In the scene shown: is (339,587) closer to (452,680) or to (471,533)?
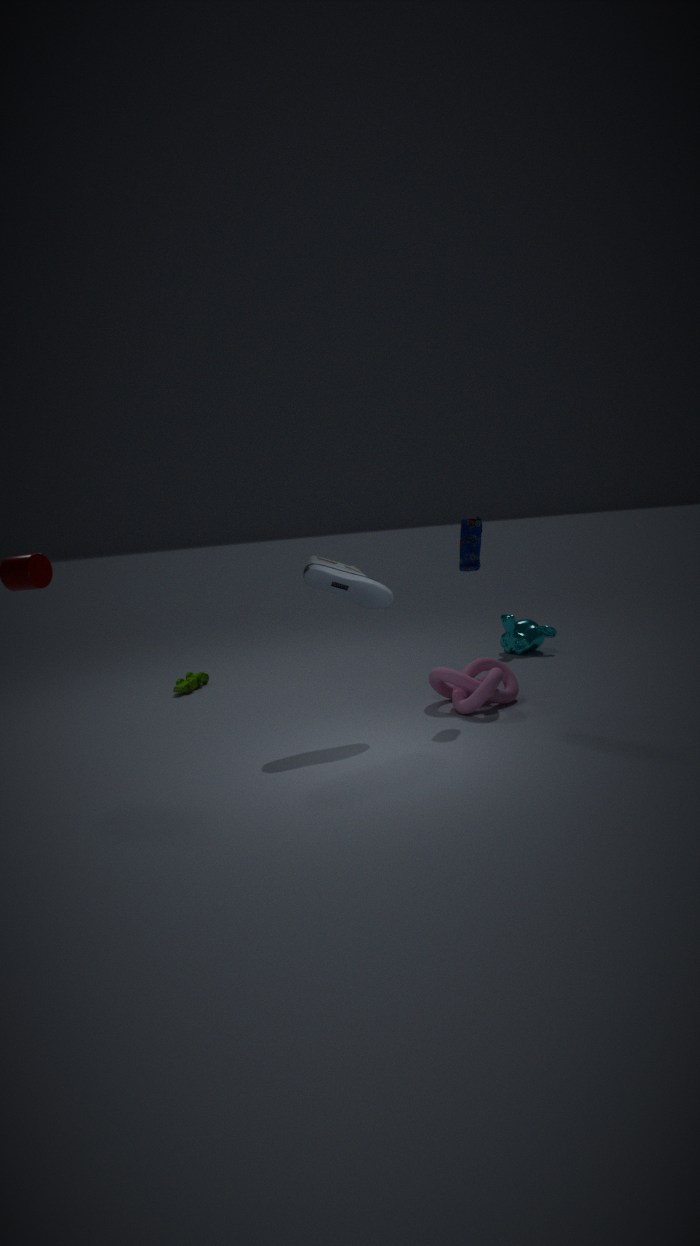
(471,533)
